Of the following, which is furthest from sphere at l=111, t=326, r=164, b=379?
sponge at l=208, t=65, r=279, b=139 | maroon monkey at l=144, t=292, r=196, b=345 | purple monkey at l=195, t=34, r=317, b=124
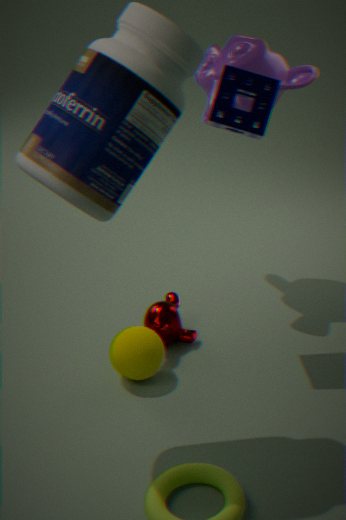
purple monkey at l=195, t=34, r=317, b=124
